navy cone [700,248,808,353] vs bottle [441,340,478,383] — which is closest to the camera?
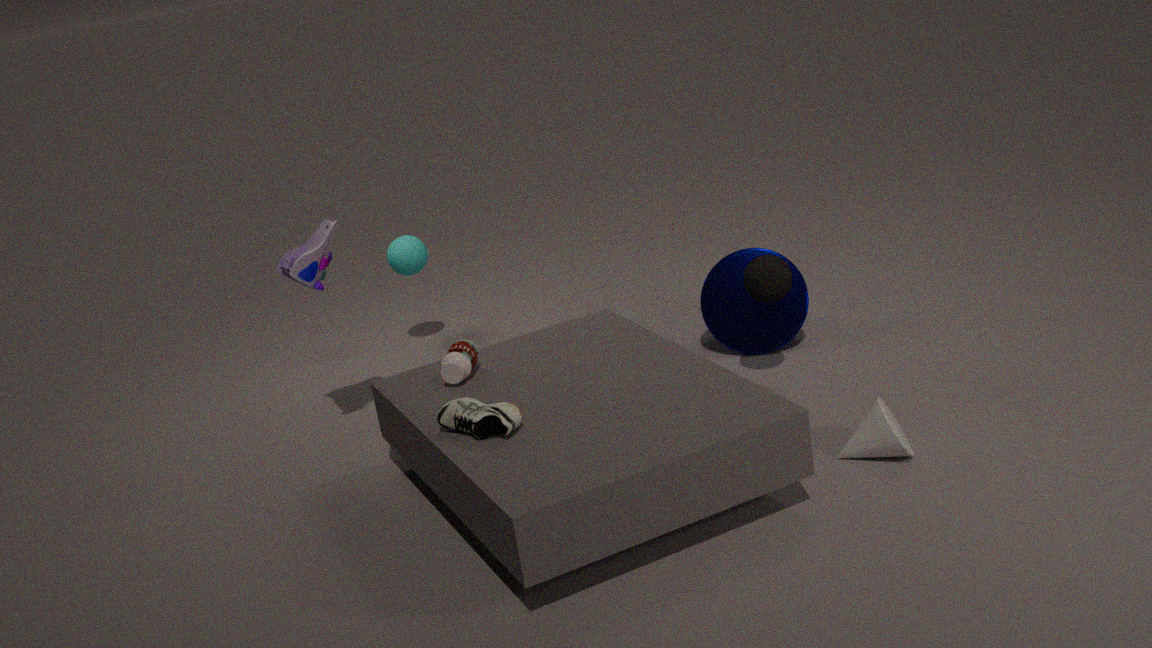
bottle [441,340,478,383]
